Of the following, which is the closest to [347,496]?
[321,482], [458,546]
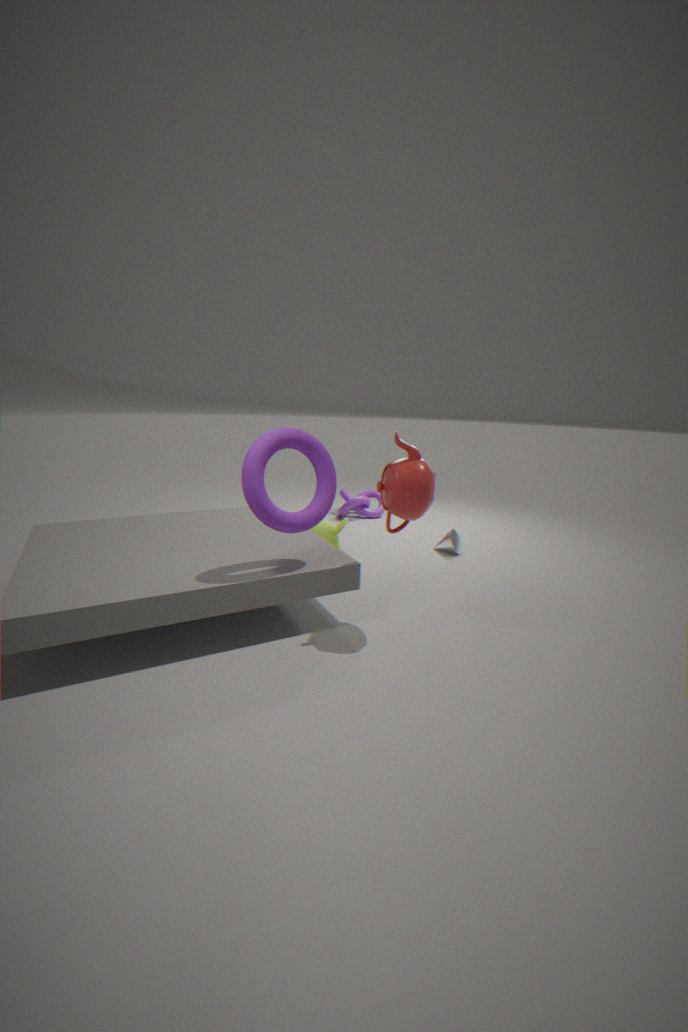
[458,546]
